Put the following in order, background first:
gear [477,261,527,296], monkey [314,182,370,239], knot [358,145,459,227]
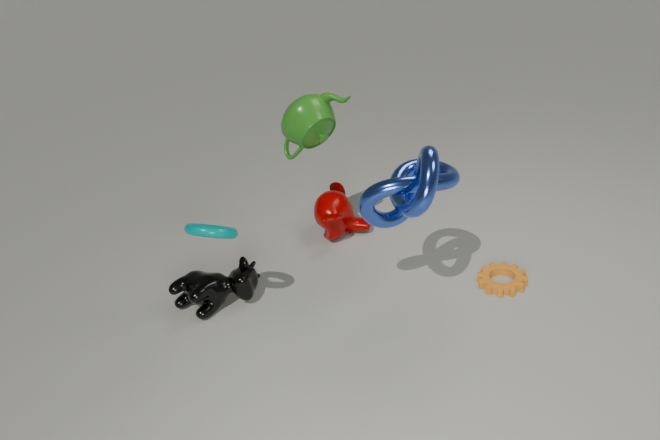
1. monkey [314,182,370,239]
2. gear [477,261,527,296]
3. knot [358,145,459,227]
